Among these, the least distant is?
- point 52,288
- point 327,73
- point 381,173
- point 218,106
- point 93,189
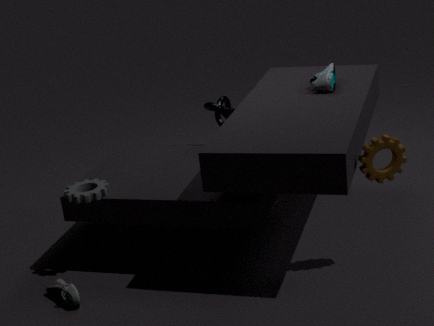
point 381,173
